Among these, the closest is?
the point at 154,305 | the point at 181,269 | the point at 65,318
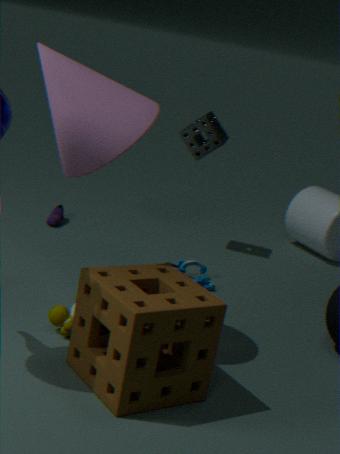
the point at 154,305
